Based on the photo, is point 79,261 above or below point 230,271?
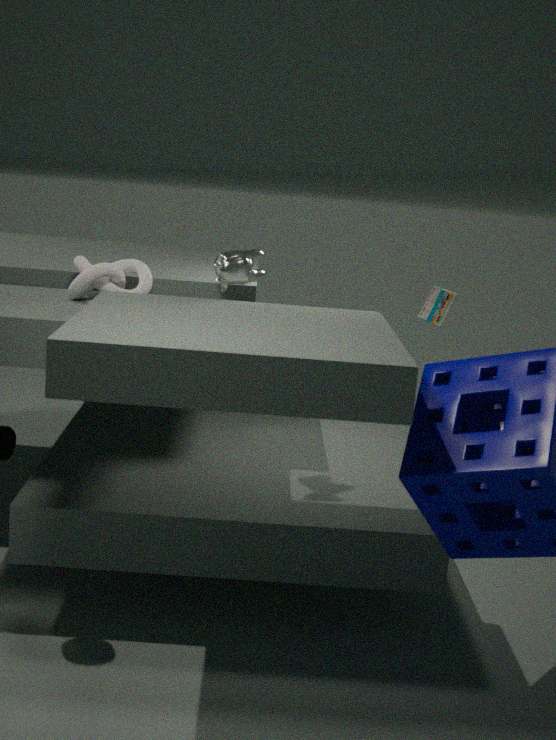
below
